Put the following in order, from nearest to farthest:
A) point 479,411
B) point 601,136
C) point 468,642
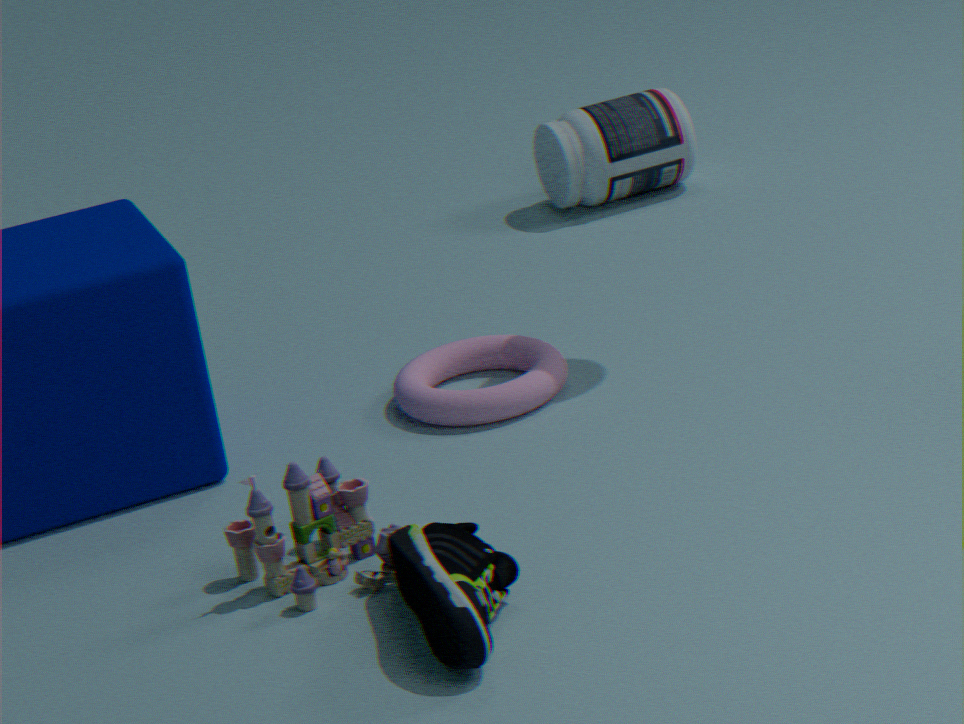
point 468,642, point 479,411, point 601,136
